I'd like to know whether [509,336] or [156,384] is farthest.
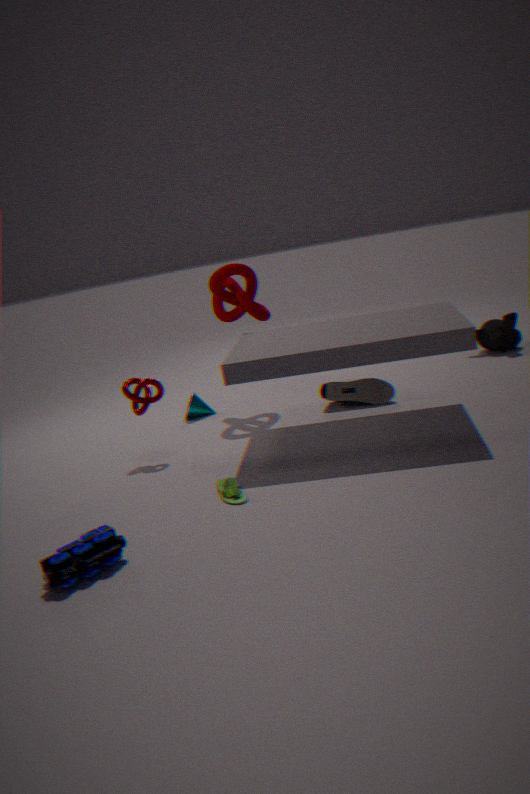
[509,336]
